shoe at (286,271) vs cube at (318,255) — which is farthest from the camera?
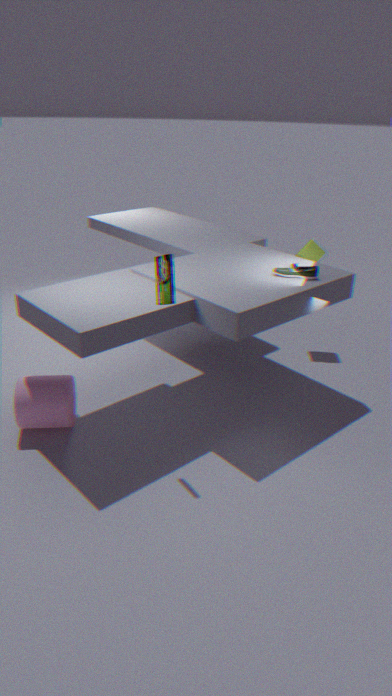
cube at (318,255)
